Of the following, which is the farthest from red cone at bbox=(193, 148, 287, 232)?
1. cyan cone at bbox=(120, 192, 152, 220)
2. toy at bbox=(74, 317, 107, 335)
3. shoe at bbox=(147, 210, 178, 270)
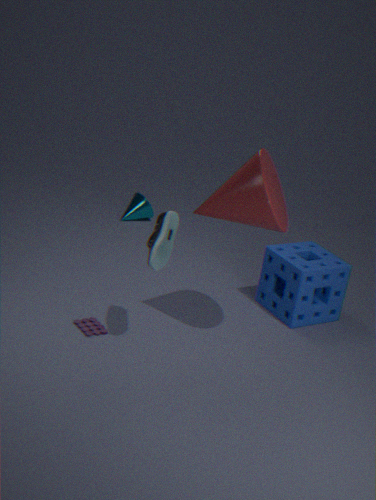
cyan cone at bbox=(120, 192, 152, 220)
